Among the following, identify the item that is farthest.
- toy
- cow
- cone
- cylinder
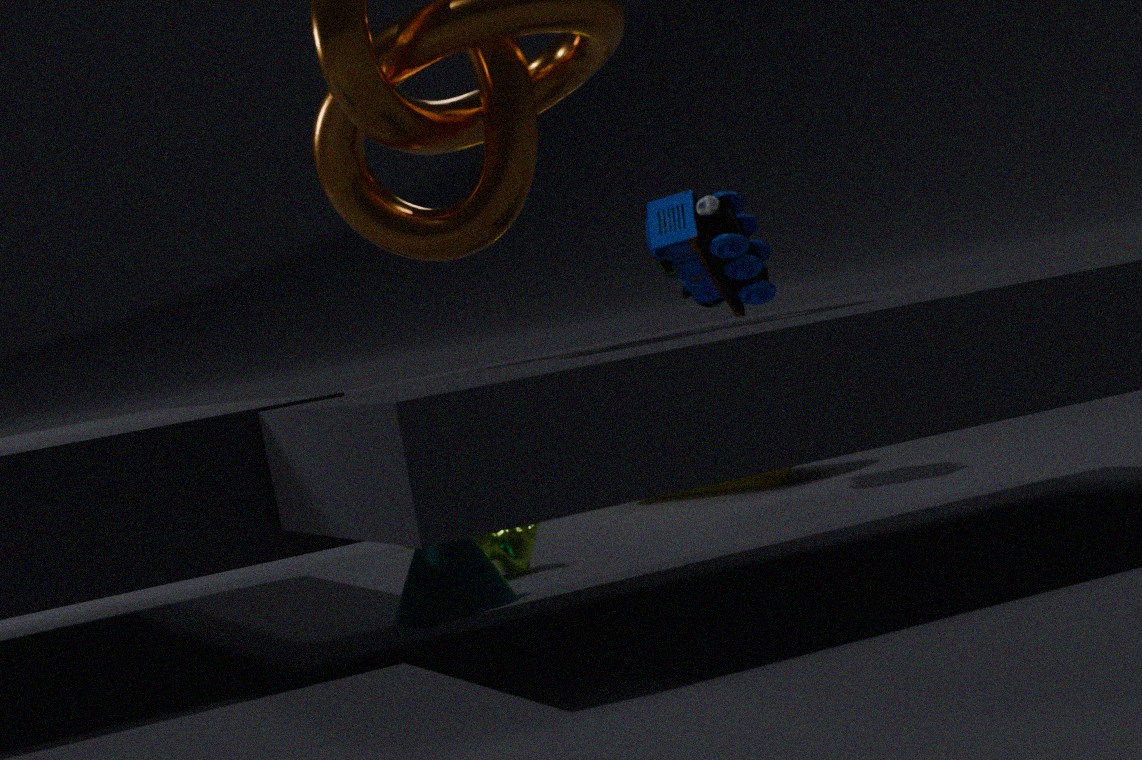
cylinder
